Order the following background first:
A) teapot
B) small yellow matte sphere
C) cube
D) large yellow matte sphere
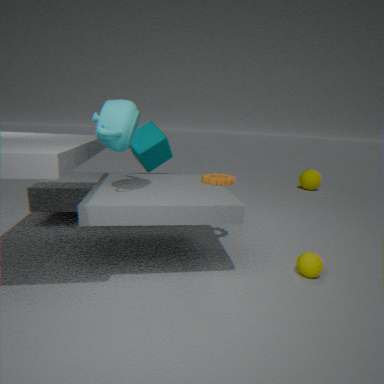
large yellow matte sphere < cube < small yellow matte sphere < teapot
